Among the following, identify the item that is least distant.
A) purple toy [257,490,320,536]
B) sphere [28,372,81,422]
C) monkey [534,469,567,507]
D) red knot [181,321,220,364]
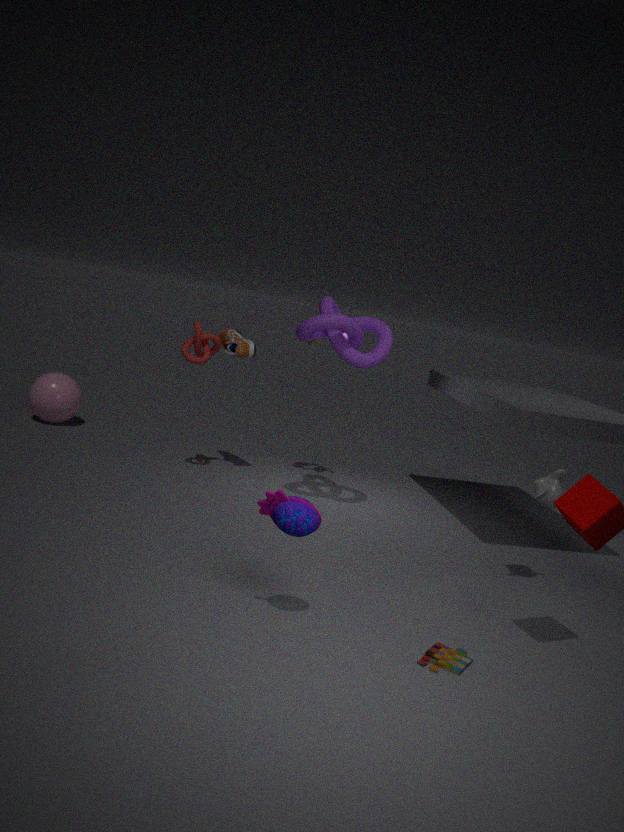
A. purple toy [257,490,320,536]
